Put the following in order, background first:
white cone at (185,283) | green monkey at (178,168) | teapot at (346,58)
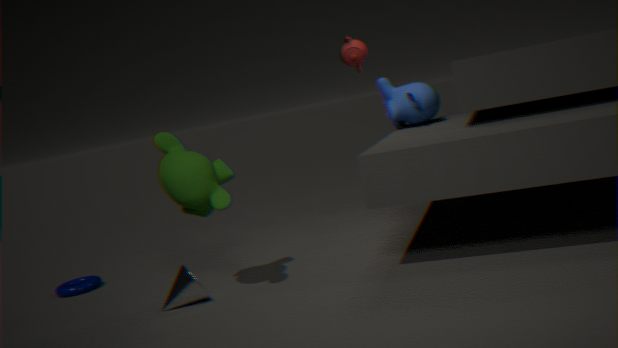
teapot at (346,58) → white cone at (185,283) → green monkey at (178,168)
